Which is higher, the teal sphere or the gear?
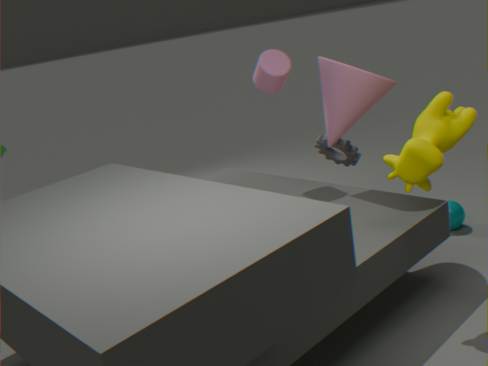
the gear
